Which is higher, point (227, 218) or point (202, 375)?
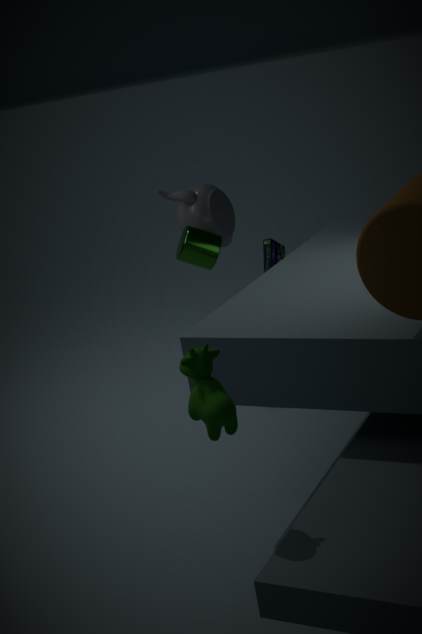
point (227, 218)
